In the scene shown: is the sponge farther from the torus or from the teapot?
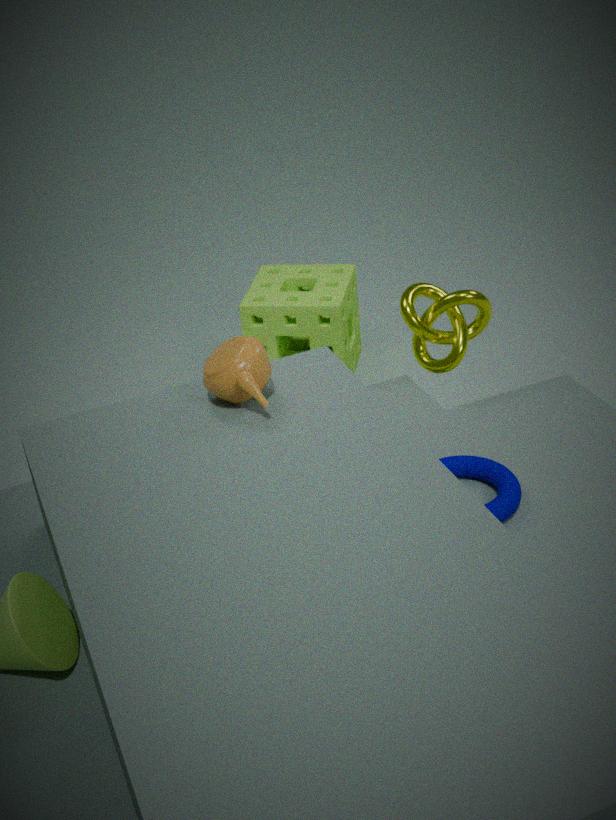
the torus
